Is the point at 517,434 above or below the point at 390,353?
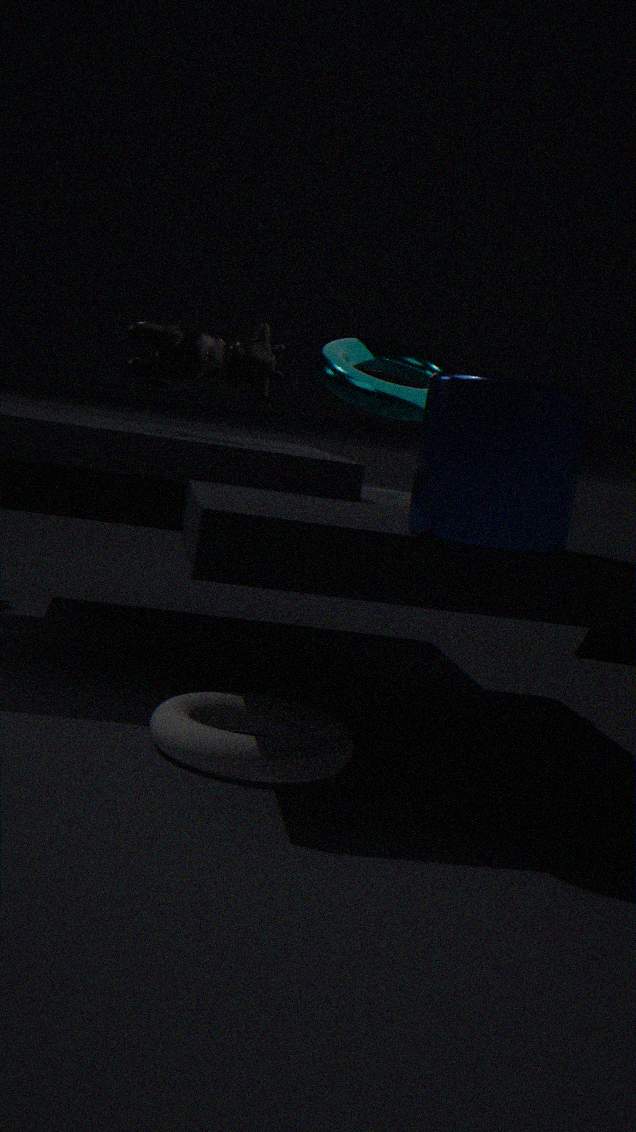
below
